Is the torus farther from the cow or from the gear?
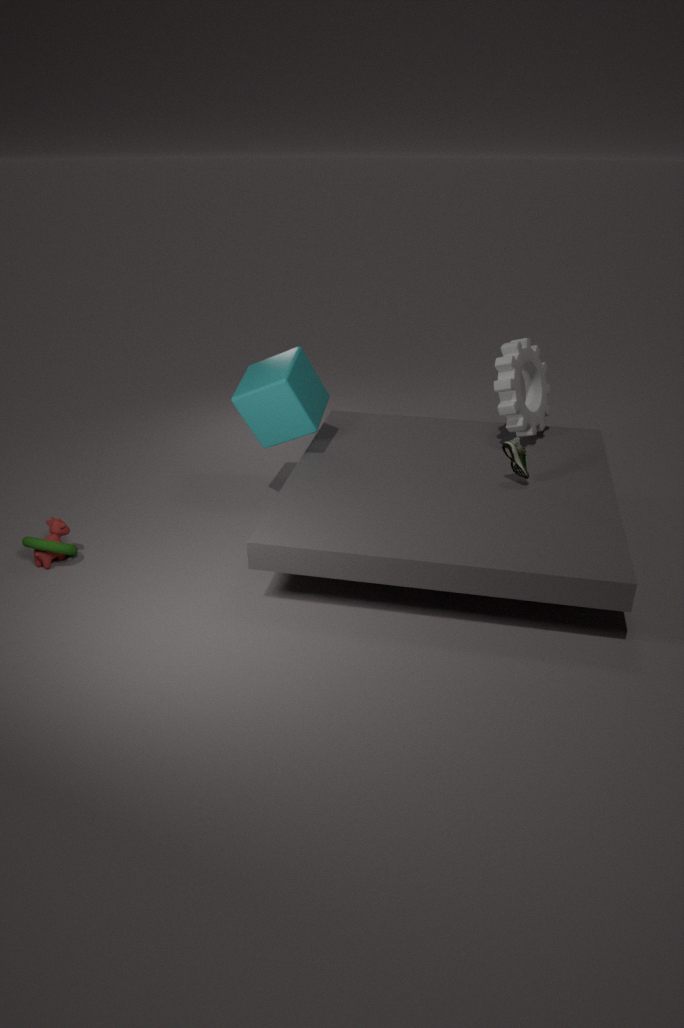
the gear
